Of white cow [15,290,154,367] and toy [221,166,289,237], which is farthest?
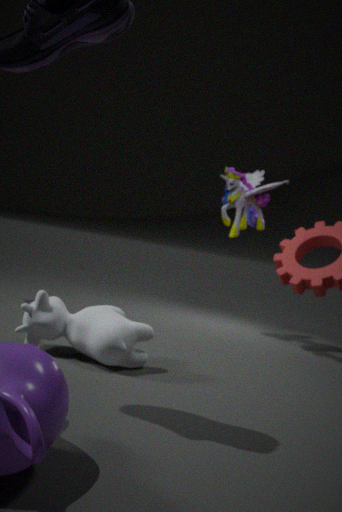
toy [221,166,289,237]
